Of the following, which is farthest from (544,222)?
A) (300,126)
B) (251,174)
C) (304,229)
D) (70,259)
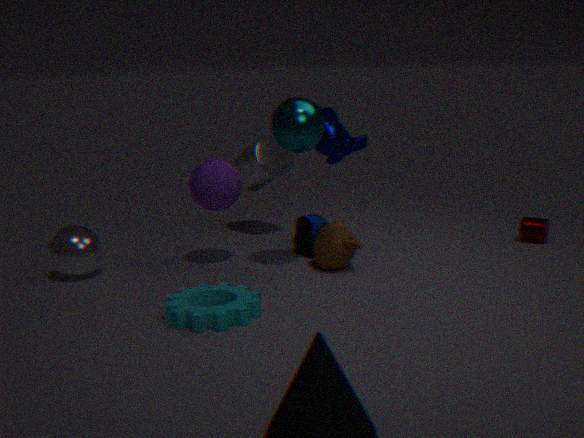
(70,259)
